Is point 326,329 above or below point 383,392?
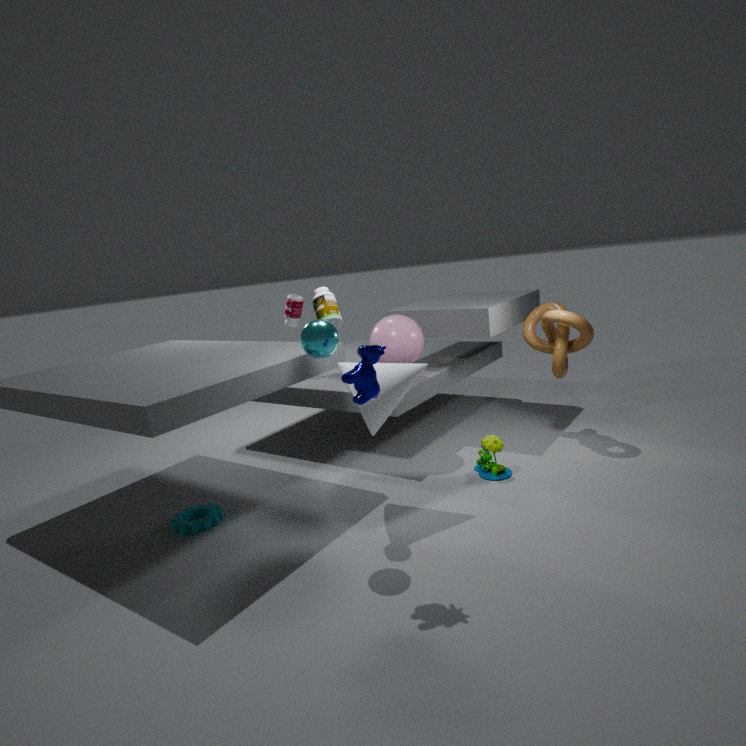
above
